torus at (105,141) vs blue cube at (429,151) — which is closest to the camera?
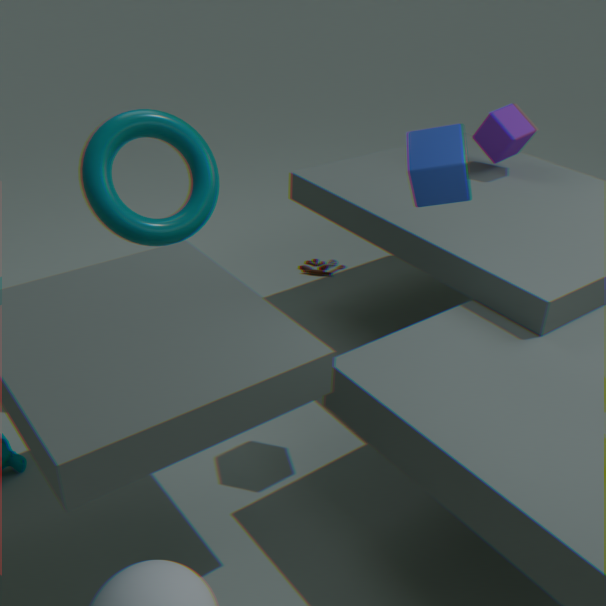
blue cube at (429,151)
